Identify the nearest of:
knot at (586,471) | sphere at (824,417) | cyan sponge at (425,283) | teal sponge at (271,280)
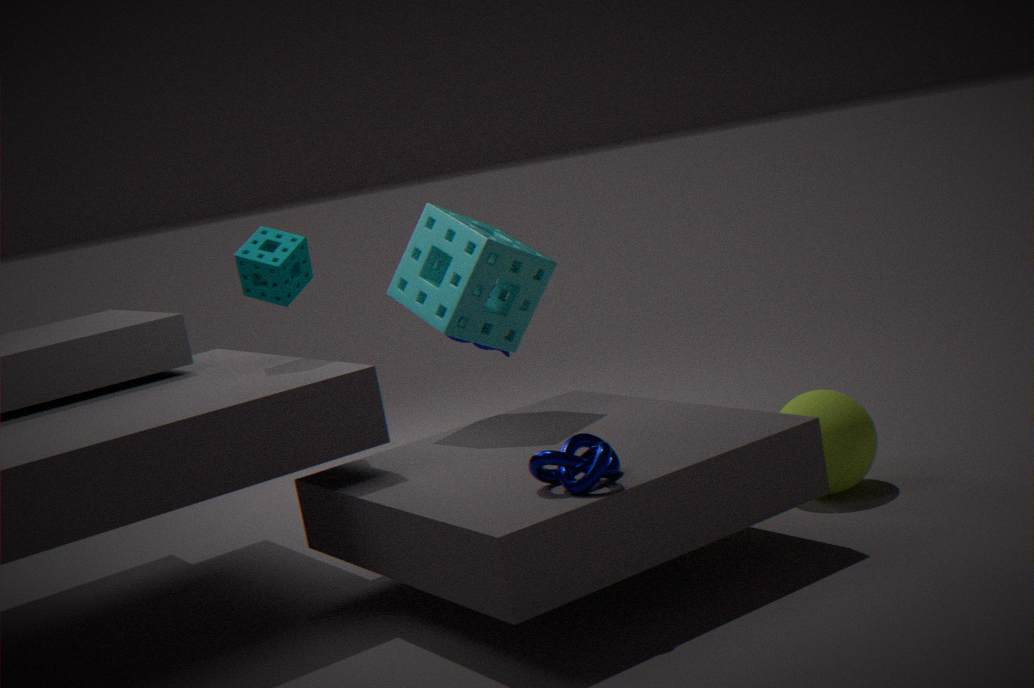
knot at (586,471)
